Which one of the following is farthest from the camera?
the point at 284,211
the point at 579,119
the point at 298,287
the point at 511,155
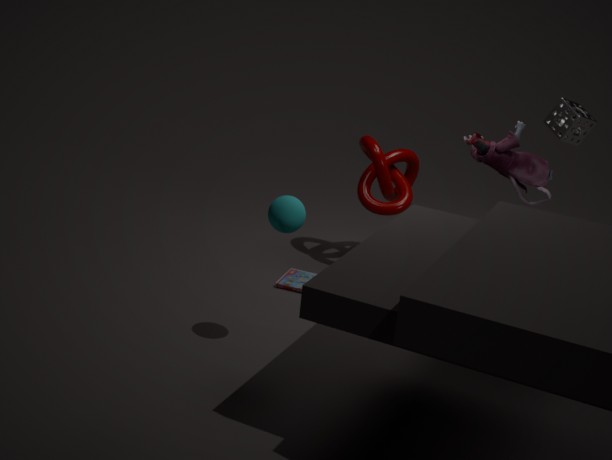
the point at 298,287
